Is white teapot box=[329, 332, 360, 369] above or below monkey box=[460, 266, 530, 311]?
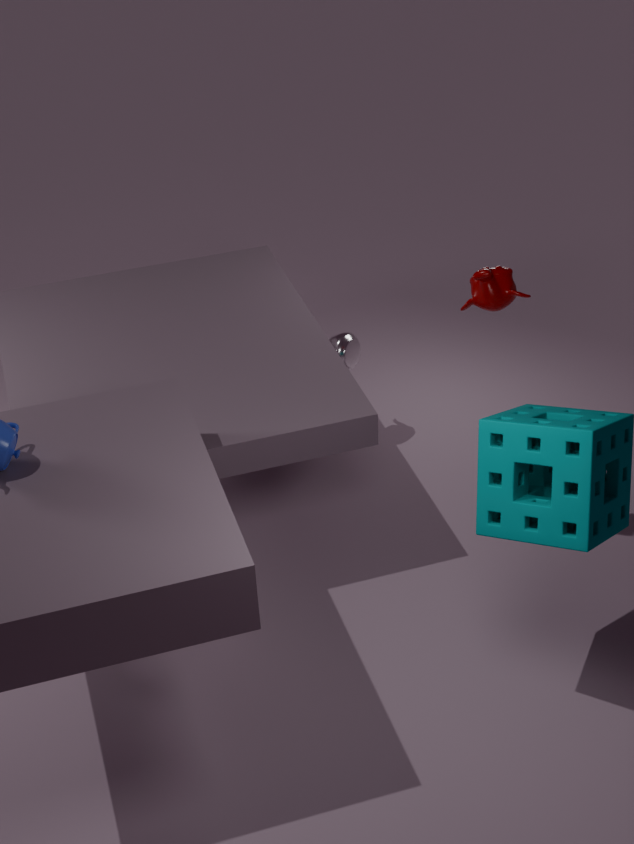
below
